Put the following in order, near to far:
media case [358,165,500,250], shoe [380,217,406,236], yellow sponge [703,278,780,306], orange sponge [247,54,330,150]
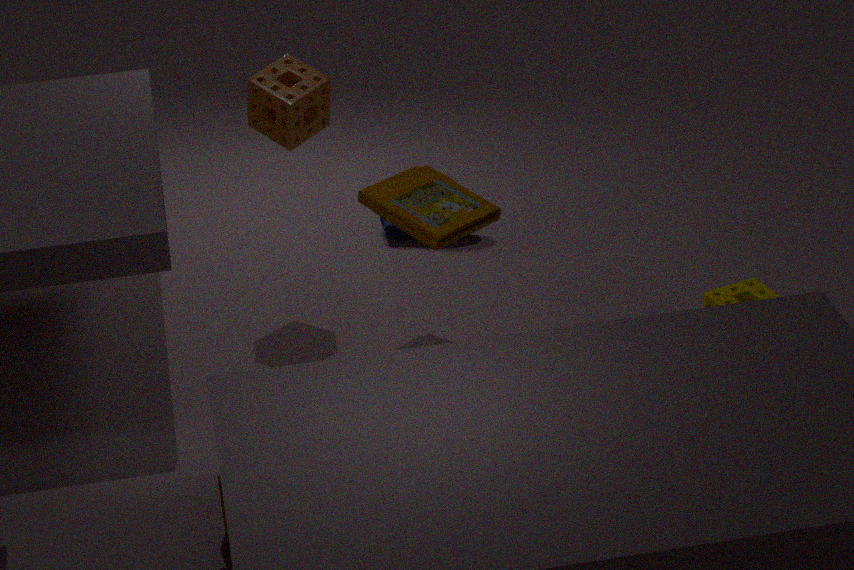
media case [358,165,500,250] → yellow sponge [703,278,780,306] → orange sponge [247,54,330,150] → shoe [380,217,406,236]
